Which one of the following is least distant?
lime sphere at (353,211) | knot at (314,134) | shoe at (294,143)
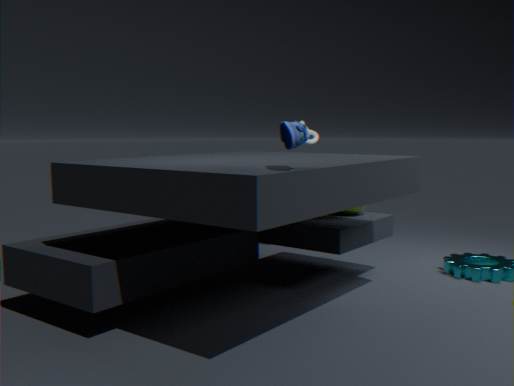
shoe at (294,143)
